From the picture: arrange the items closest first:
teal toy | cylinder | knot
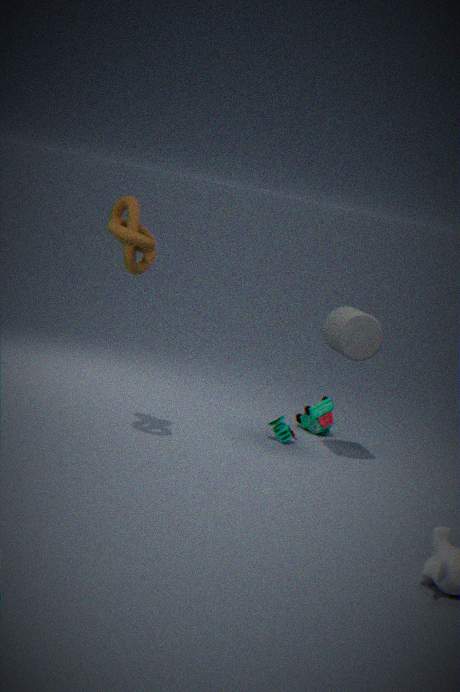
knot < cylinder < teal toy
